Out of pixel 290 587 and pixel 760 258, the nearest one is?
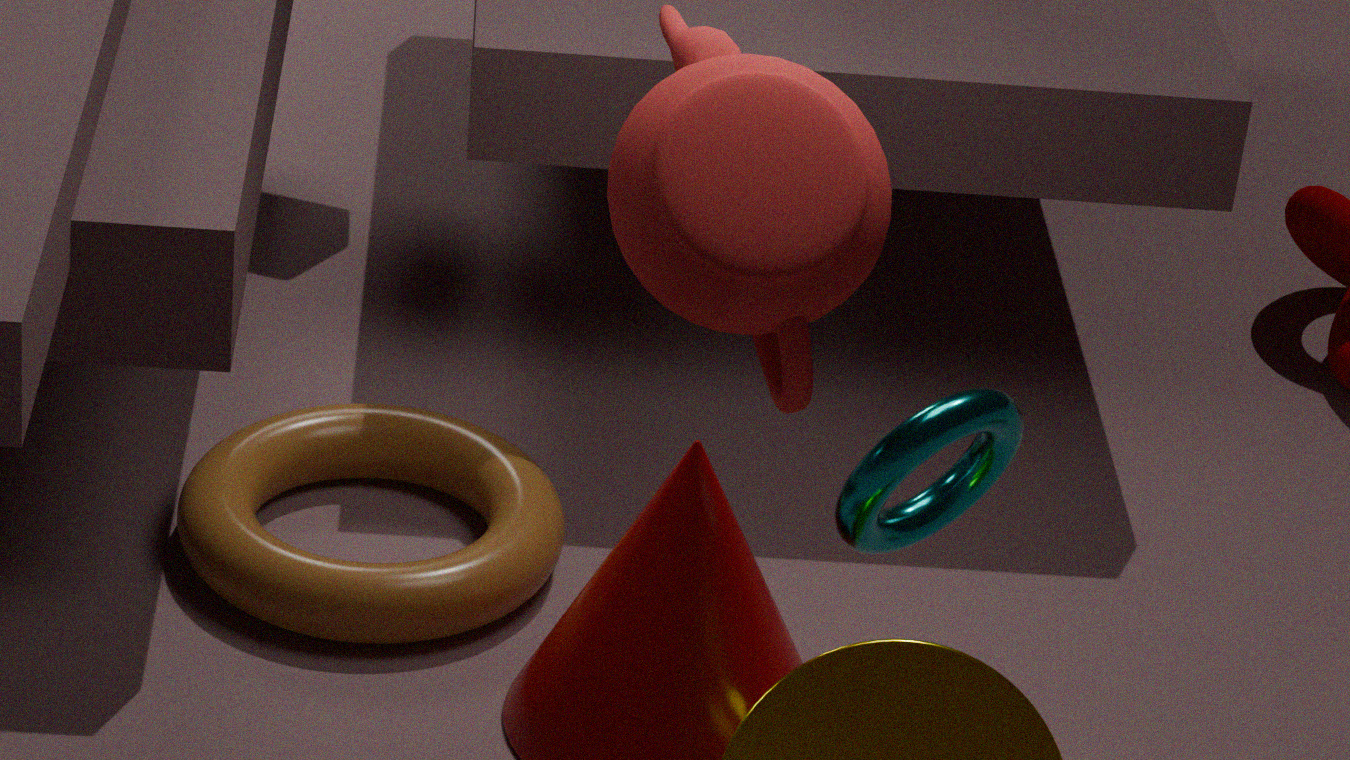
pixel 760 258
